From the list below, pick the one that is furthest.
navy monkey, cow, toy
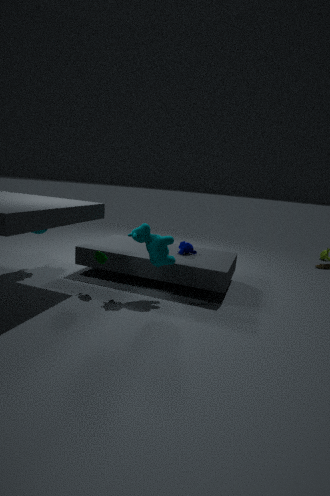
navy monkey
